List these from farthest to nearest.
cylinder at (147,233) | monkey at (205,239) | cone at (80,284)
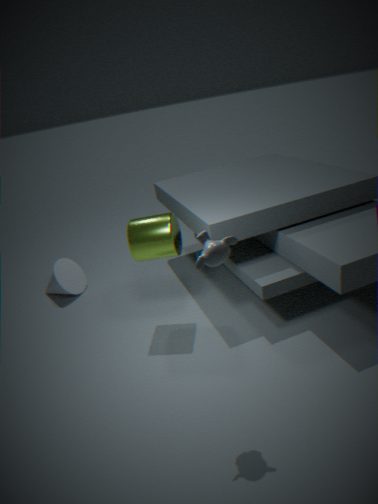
cone at (80,284)
cylinder at (147,233)
monkey at (205,239)
